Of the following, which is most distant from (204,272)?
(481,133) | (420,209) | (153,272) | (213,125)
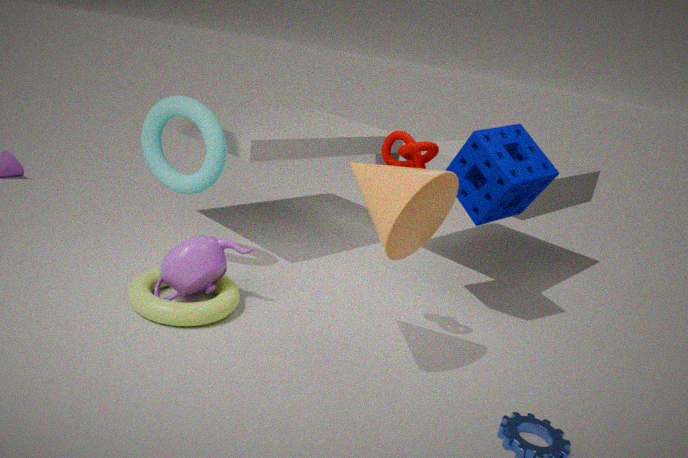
(481,133)
